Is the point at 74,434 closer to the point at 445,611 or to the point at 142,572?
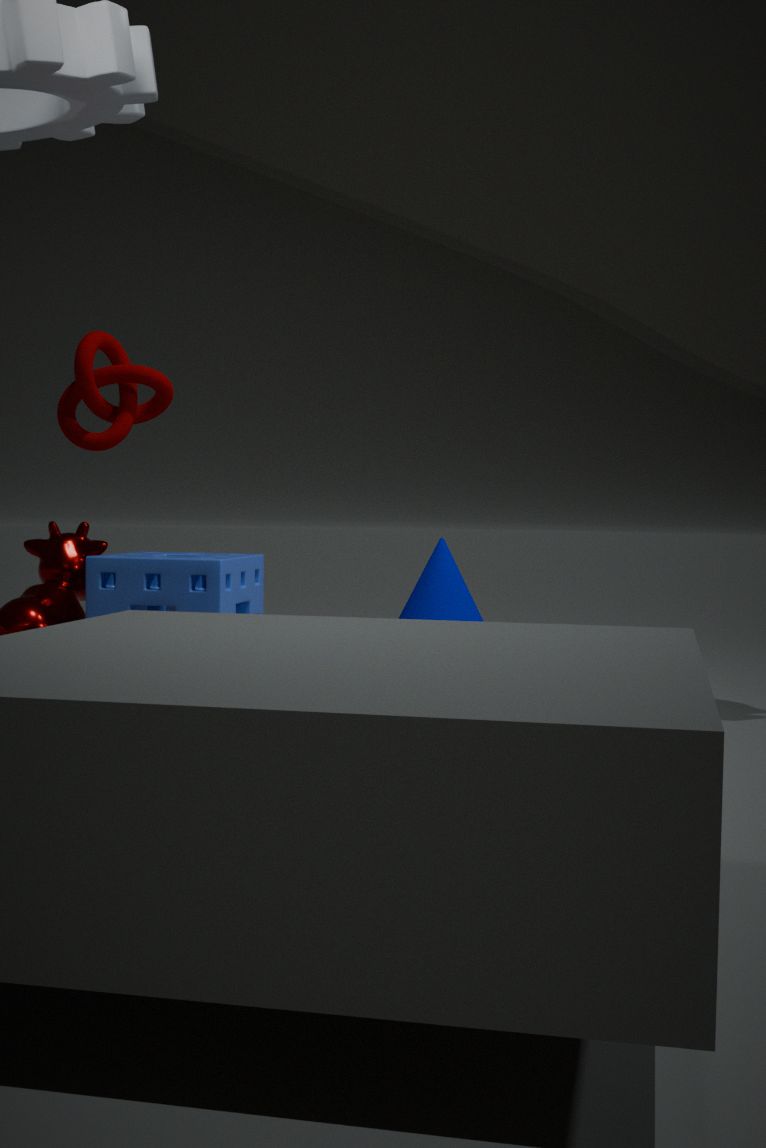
the point at 142,572
